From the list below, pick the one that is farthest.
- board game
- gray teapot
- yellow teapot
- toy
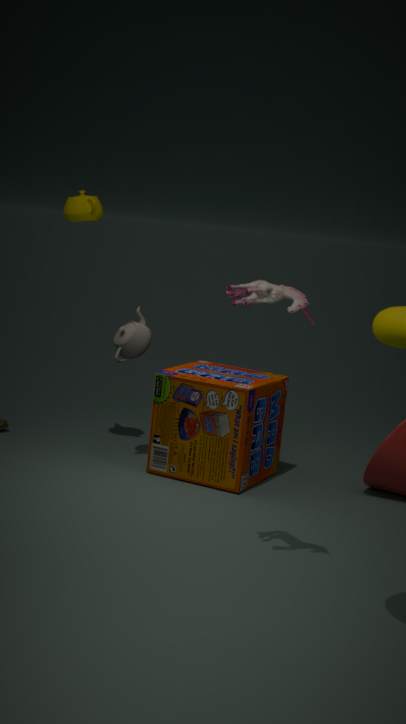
gray teapot
